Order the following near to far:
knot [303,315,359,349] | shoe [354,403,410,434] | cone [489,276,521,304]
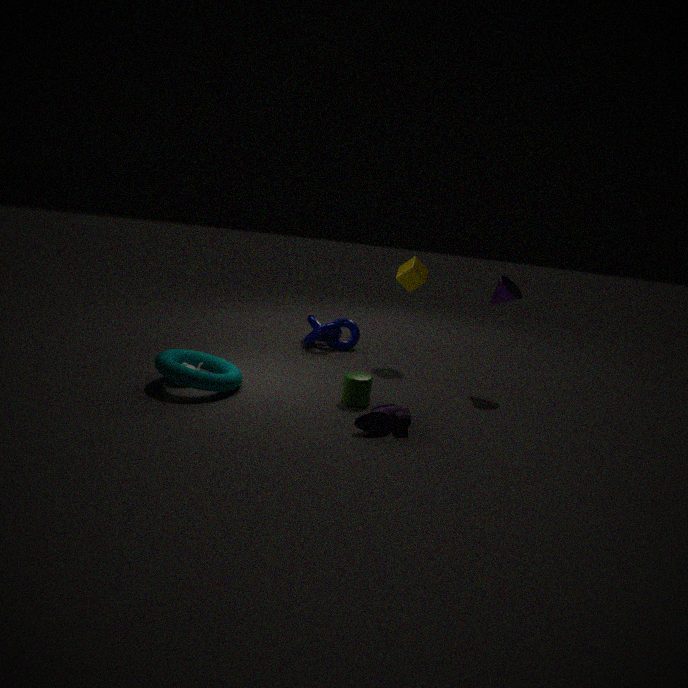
shoe [354,403,410,434], cone [489,276,521,304], knot [303,315,359,349]
